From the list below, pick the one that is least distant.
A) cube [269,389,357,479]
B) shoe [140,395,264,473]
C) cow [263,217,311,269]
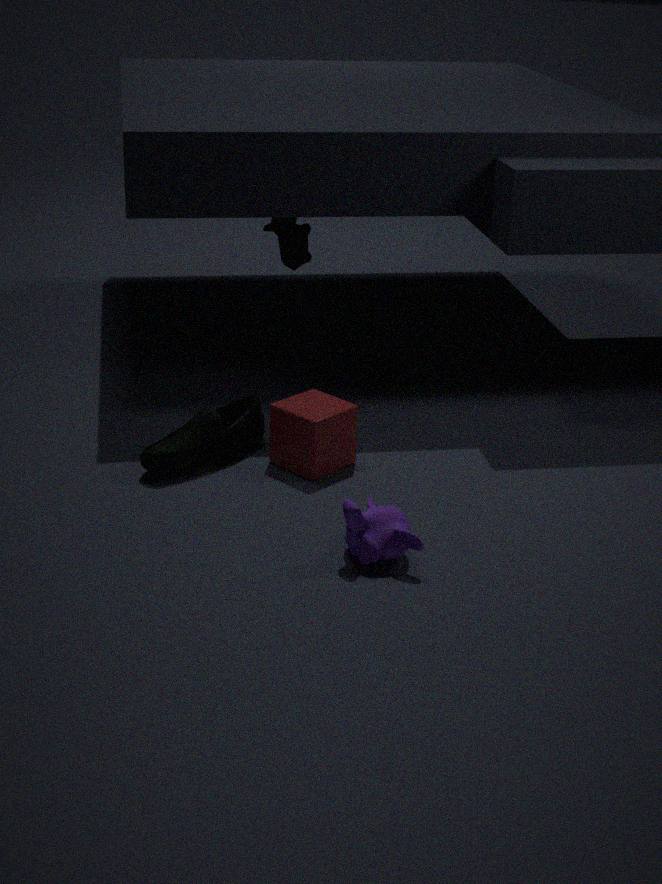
shoe [140,395,264,473]
